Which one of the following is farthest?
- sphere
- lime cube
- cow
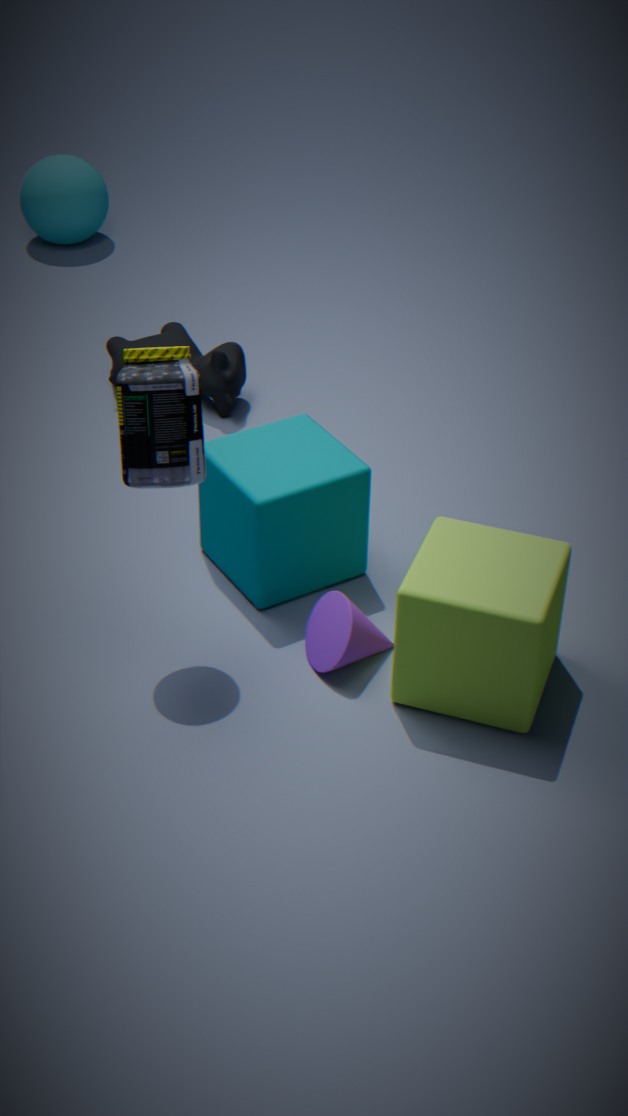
sphere
